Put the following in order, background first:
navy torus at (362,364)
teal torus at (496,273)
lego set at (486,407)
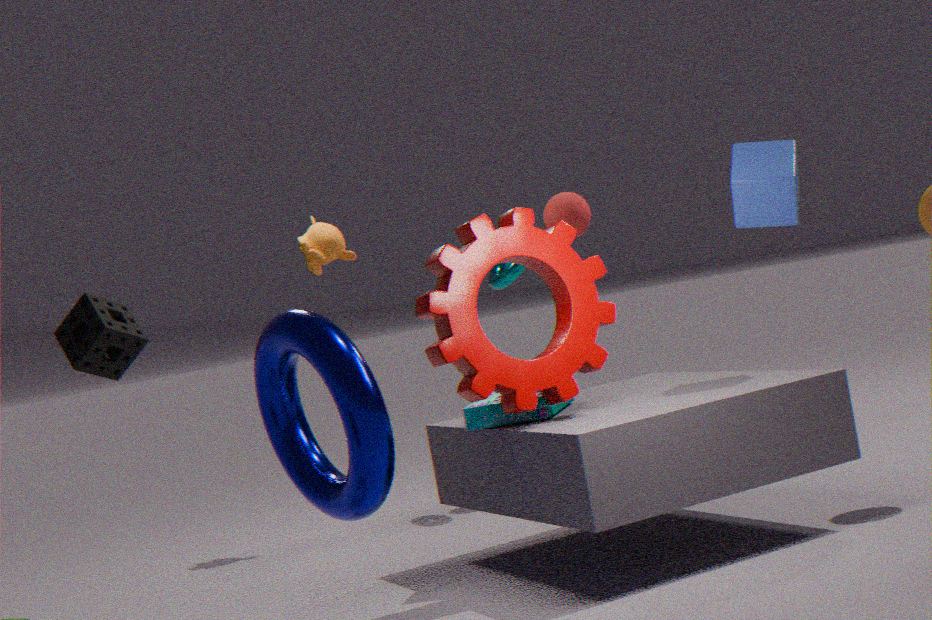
teal torus at (496,273)
lego set at (486,407)
navy torus at (362,364)
